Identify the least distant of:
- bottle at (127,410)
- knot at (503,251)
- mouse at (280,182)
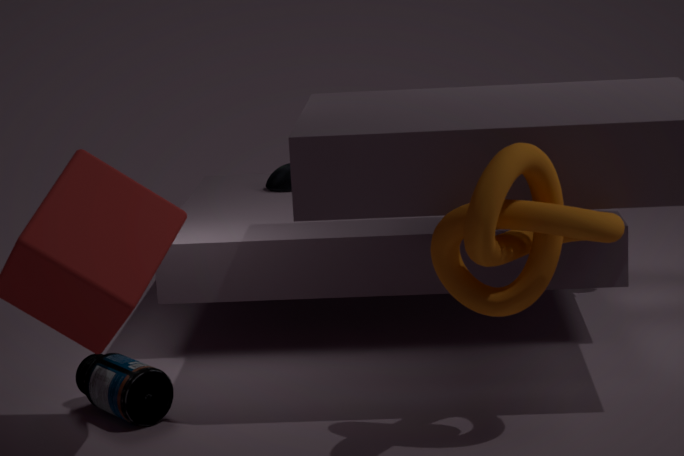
knot at (503,251)
